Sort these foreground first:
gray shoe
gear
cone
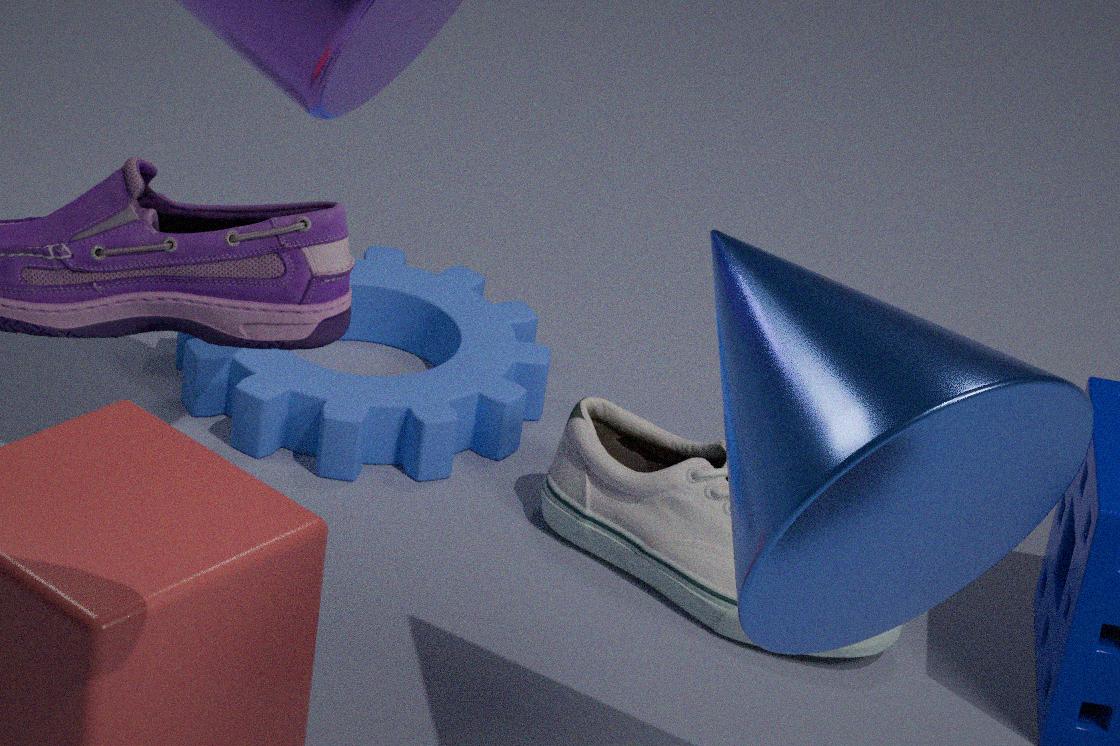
cone < gray shoe < gear
